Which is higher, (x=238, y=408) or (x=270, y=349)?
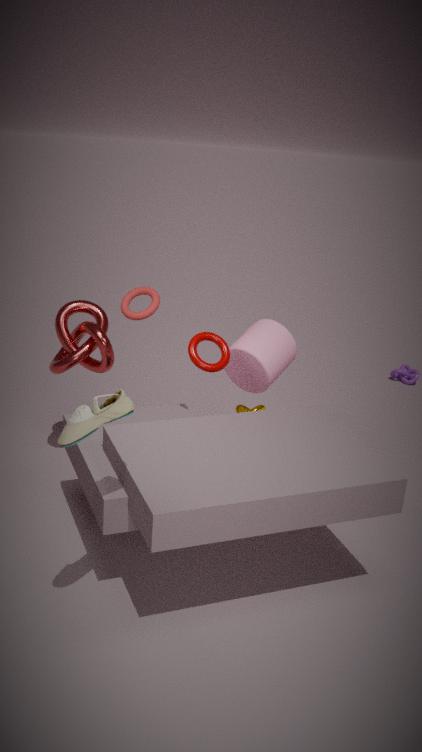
(x=270, y=349)
